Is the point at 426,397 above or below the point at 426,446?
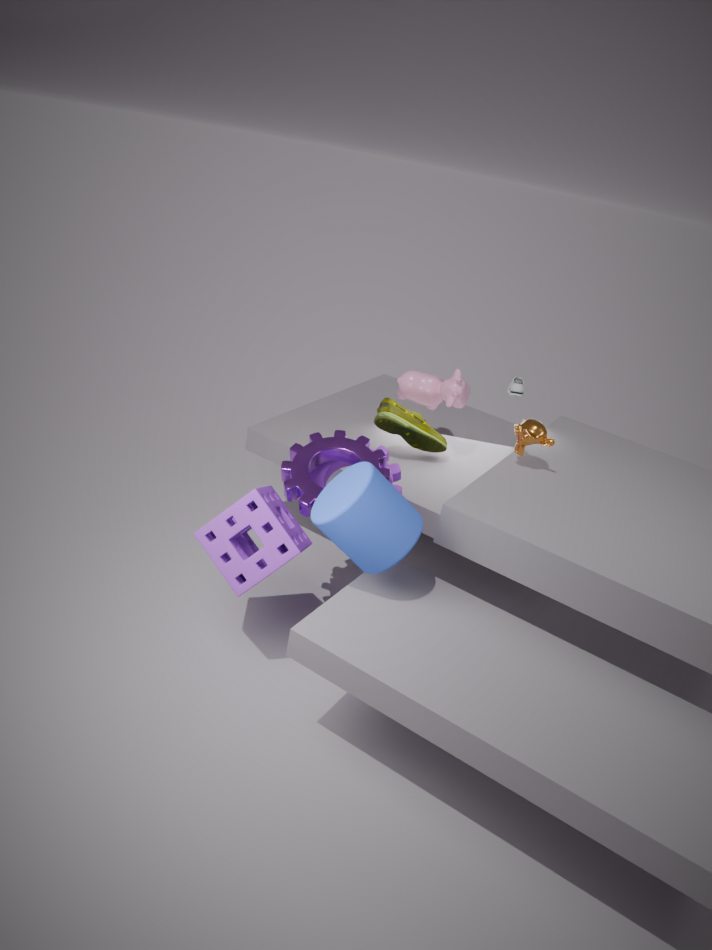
above
